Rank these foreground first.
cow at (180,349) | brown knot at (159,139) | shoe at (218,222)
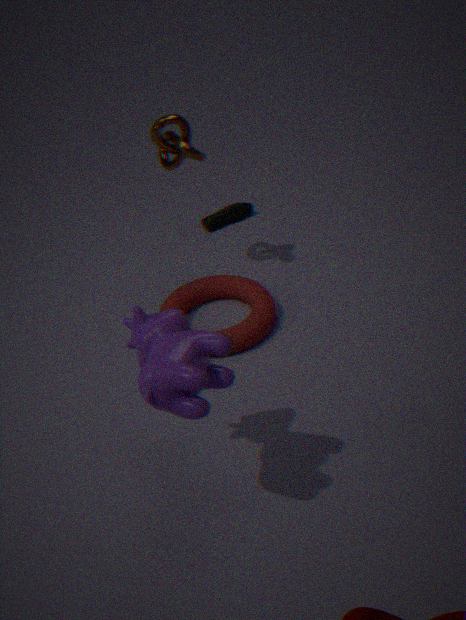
cow at (180,349) < brown knot at (159,139) < shoe at (218,222)
